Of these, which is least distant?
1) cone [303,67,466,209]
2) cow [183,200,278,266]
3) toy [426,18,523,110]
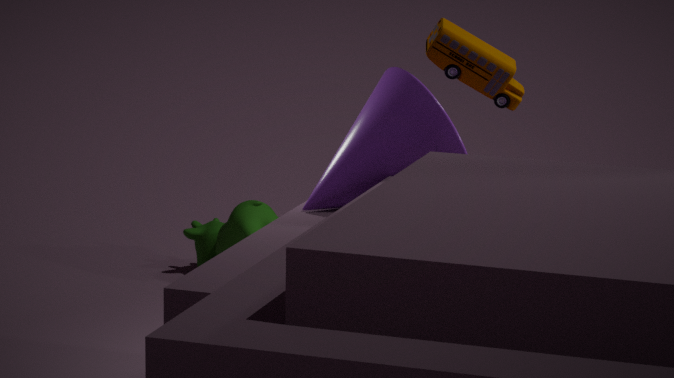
1. cone [303,67,466,209]
